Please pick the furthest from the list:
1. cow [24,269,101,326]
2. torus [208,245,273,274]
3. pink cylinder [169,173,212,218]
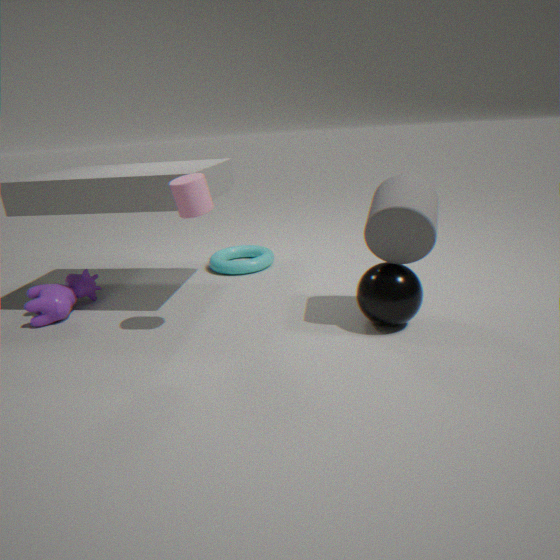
torus [208,245,273,274]
